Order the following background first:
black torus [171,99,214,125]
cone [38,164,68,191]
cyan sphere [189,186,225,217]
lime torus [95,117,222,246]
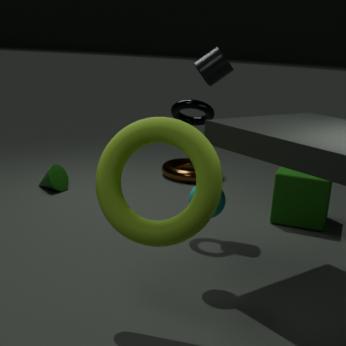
cone [38,164,68,191] < black torus [171,99,214,125] < cyan sphere [189,186,225,217] < lime torus [95,117,222,246]
